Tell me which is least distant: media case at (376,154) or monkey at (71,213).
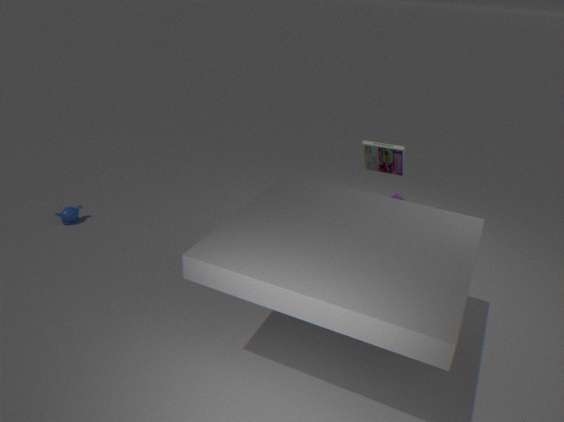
media case at (376,154)
